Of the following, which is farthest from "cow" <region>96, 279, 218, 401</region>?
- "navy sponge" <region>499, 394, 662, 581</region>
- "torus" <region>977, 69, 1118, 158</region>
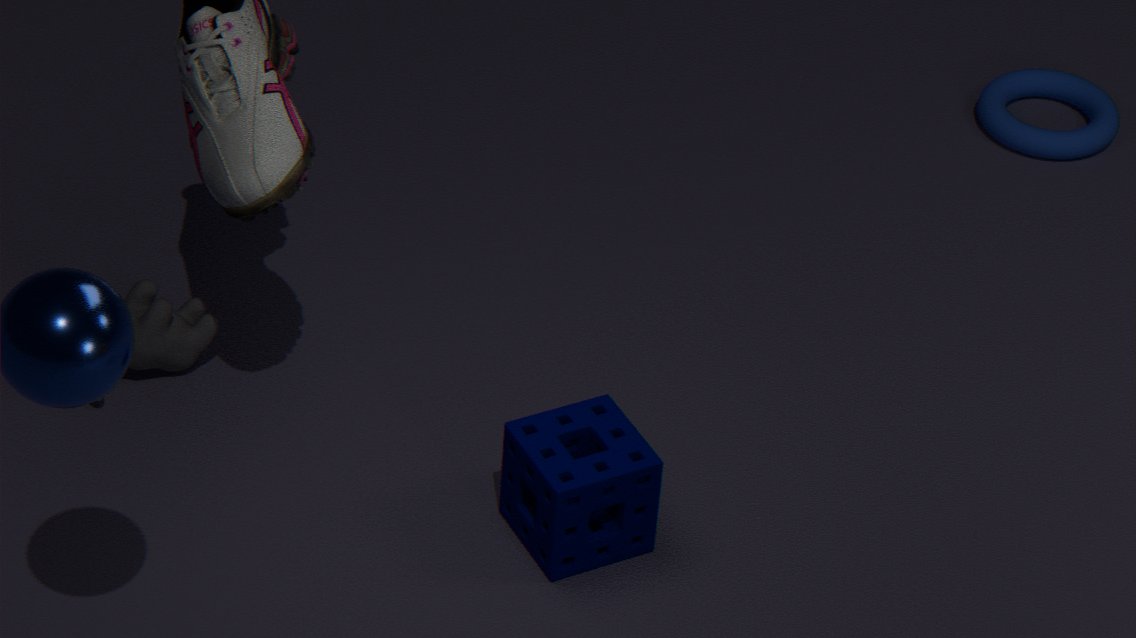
"torus" <region>977, 69, 1118, 158</region>
